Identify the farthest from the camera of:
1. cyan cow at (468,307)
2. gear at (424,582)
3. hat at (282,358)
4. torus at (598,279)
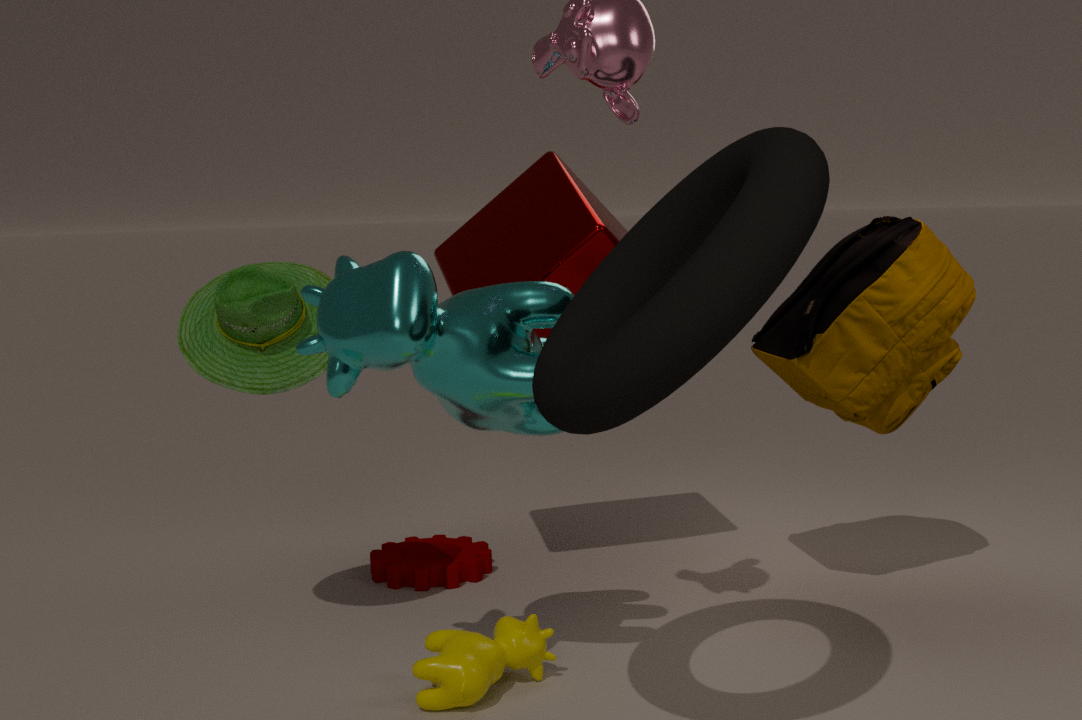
gear at (424,582)
